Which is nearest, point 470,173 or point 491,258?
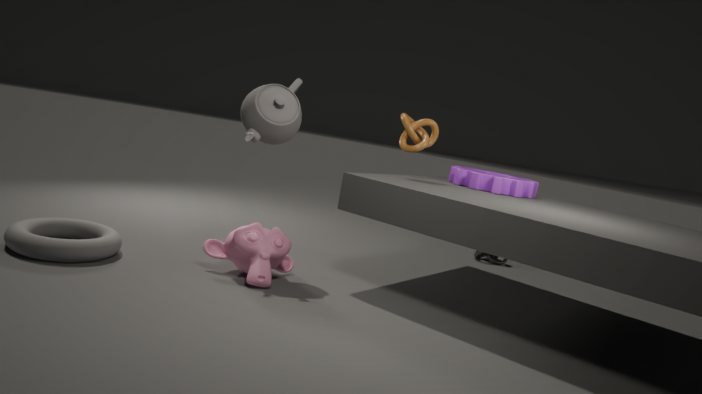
point 470,173
